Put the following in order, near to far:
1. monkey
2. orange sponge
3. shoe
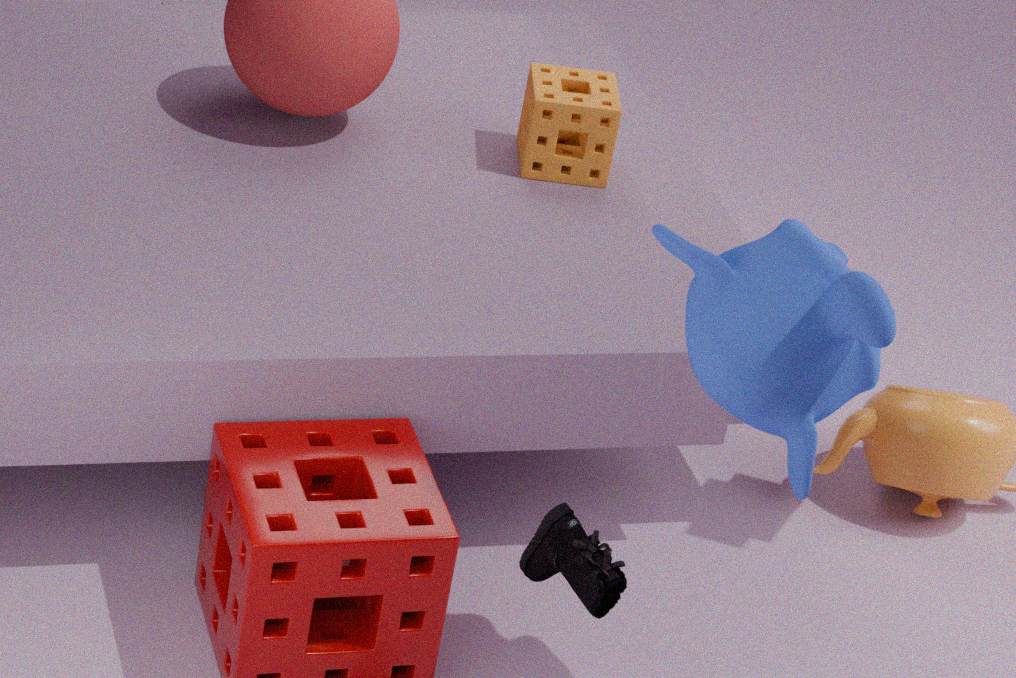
monkey, shoe, orange sponge
